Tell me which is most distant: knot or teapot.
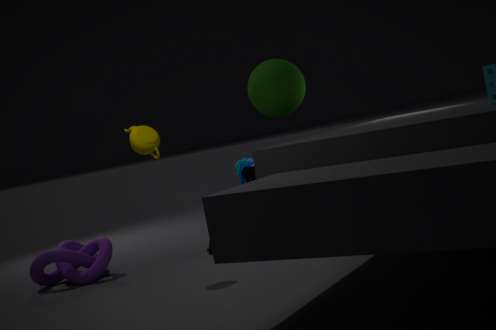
knot
